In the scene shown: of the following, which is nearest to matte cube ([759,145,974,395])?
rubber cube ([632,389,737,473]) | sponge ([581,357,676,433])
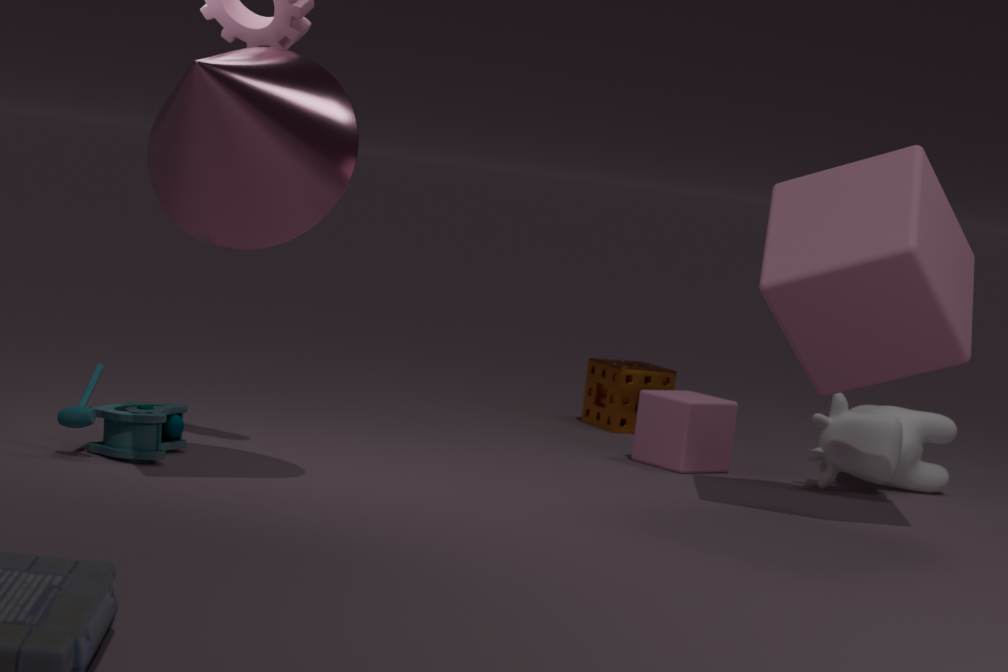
rubber cube ([632,389,737,473])
